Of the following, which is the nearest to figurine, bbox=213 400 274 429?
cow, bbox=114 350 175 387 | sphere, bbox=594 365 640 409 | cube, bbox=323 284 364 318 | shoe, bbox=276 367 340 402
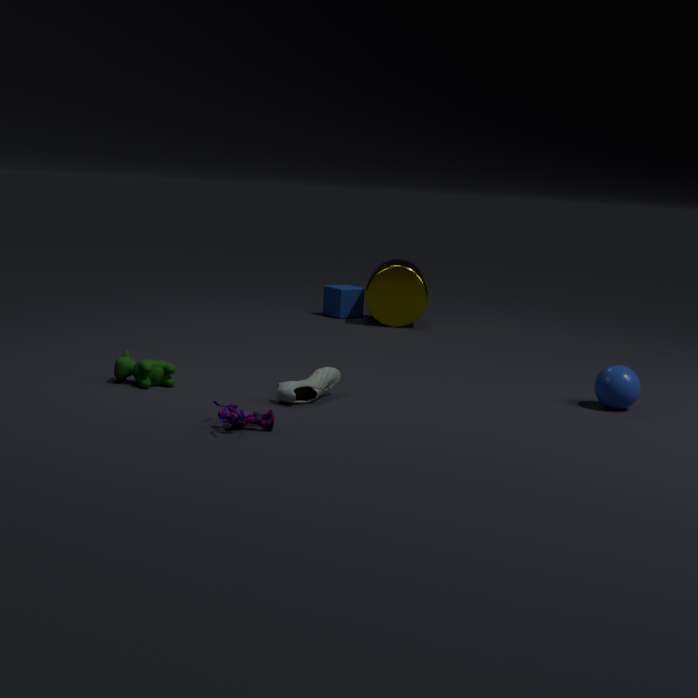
shoe, bbox=276 367 340 402
